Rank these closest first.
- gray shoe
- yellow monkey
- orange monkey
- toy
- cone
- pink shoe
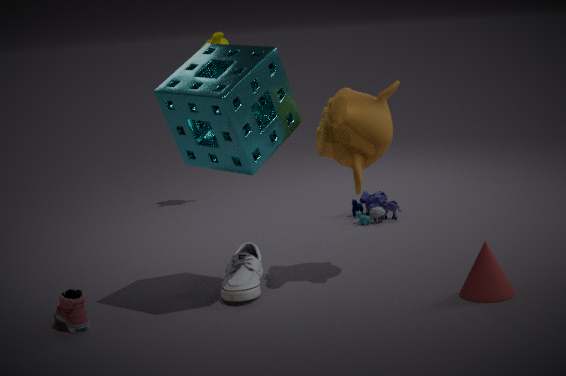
pink shoe < cone < orange monkey < gray shoe < toy < yellow monkey
